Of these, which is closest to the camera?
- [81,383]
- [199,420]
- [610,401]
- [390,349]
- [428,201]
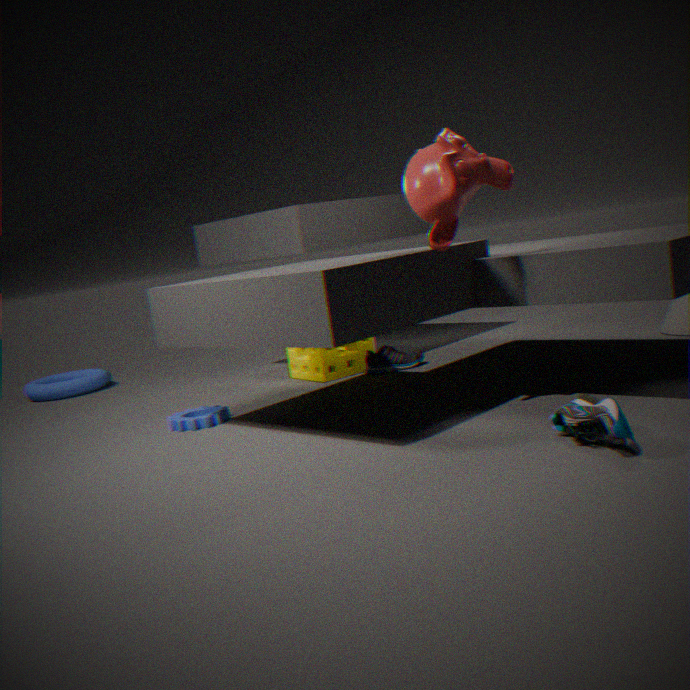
[610,401]
